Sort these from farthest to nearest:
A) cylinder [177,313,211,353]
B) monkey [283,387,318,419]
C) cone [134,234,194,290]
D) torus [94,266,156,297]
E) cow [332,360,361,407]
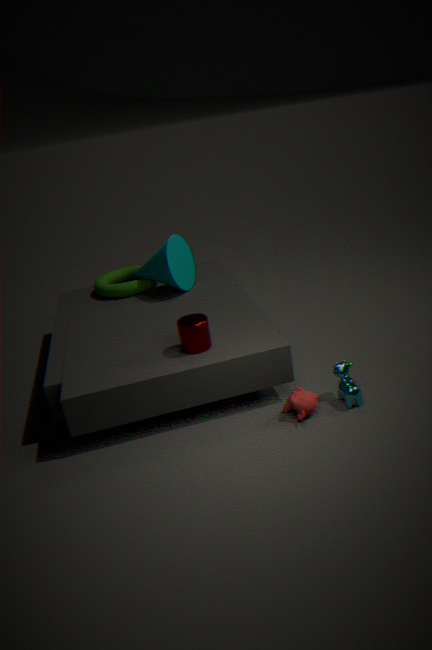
1. torus [94,266,156,297]
2. cone [134,234,194,290]
3. cylinder [177,313,211,353]
4. cow [332,360,361,407]
5. monkey [283,387,318,419]
